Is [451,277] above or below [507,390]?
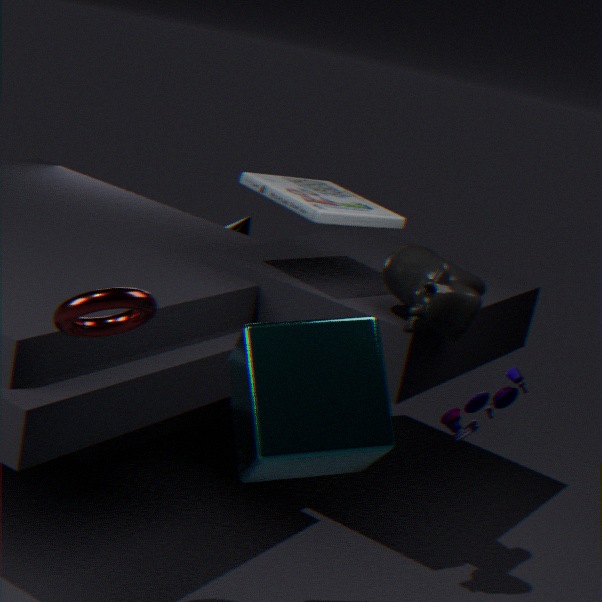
above
